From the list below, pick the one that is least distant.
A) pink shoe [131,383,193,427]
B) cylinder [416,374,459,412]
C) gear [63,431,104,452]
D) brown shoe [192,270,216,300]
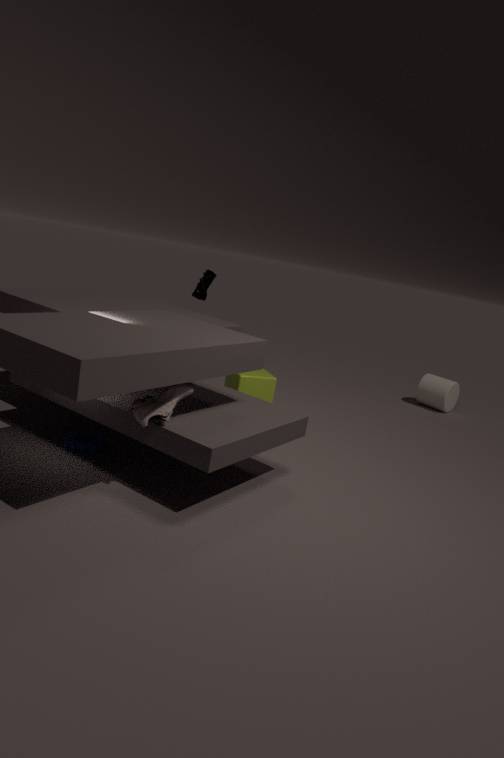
pink shoe [131,383,193,427]
